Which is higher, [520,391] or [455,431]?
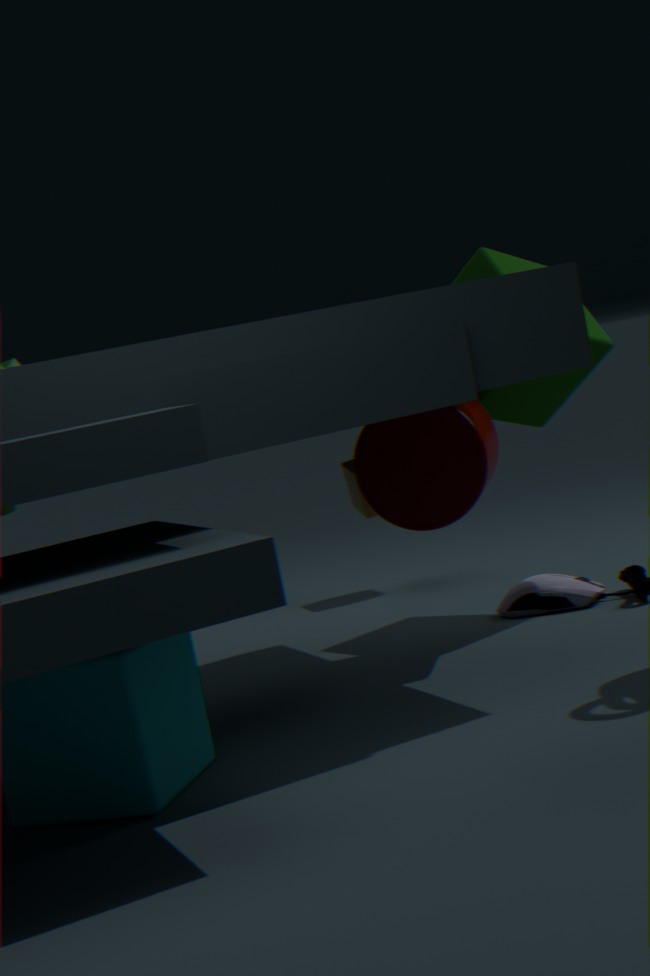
[520,391]
